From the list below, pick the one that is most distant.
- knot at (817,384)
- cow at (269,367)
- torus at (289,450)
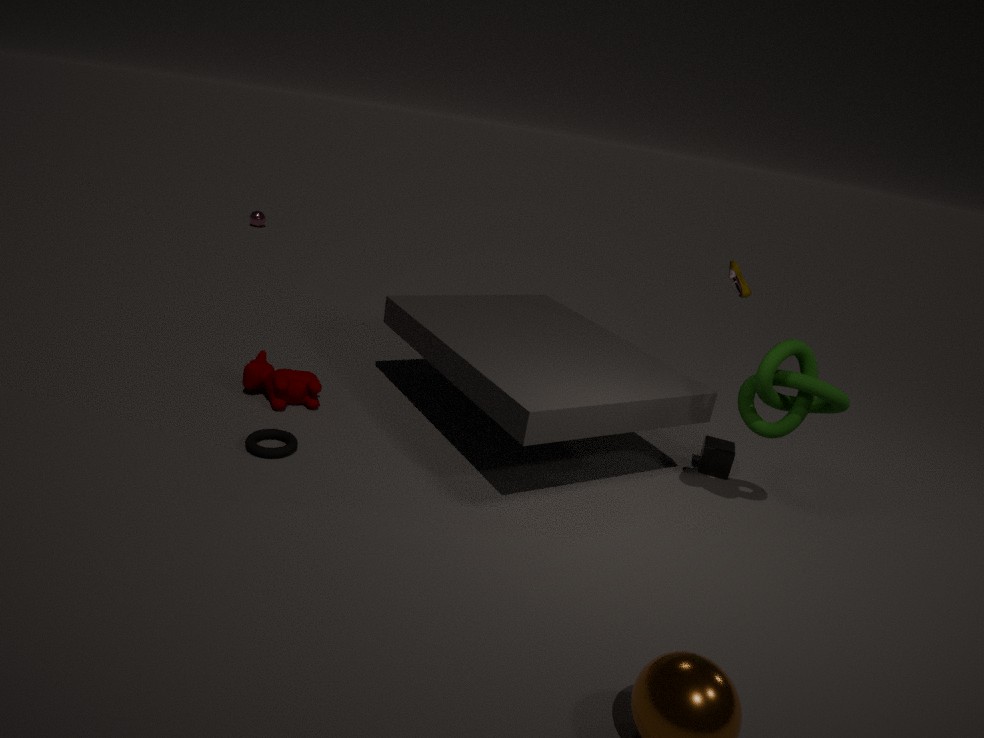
cow at (269,367)
